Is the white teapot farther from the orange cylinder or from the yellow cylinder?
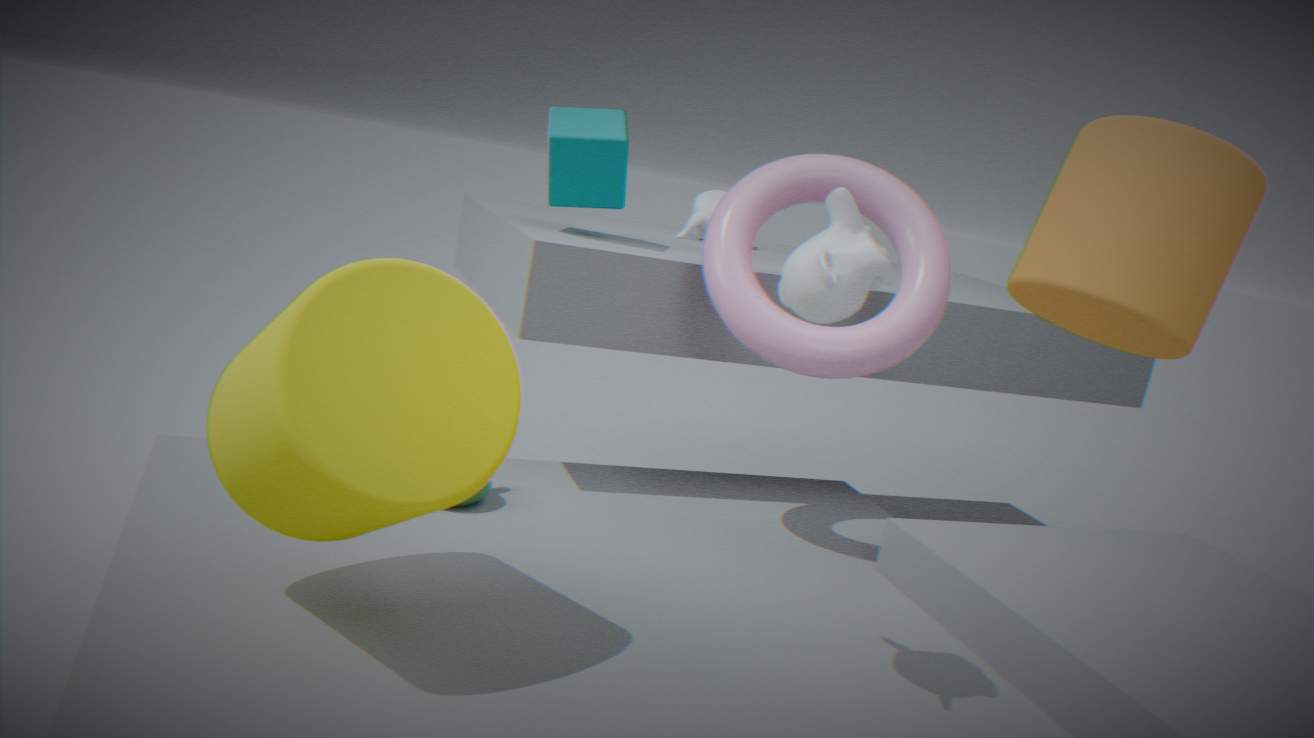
the orange cylinder
